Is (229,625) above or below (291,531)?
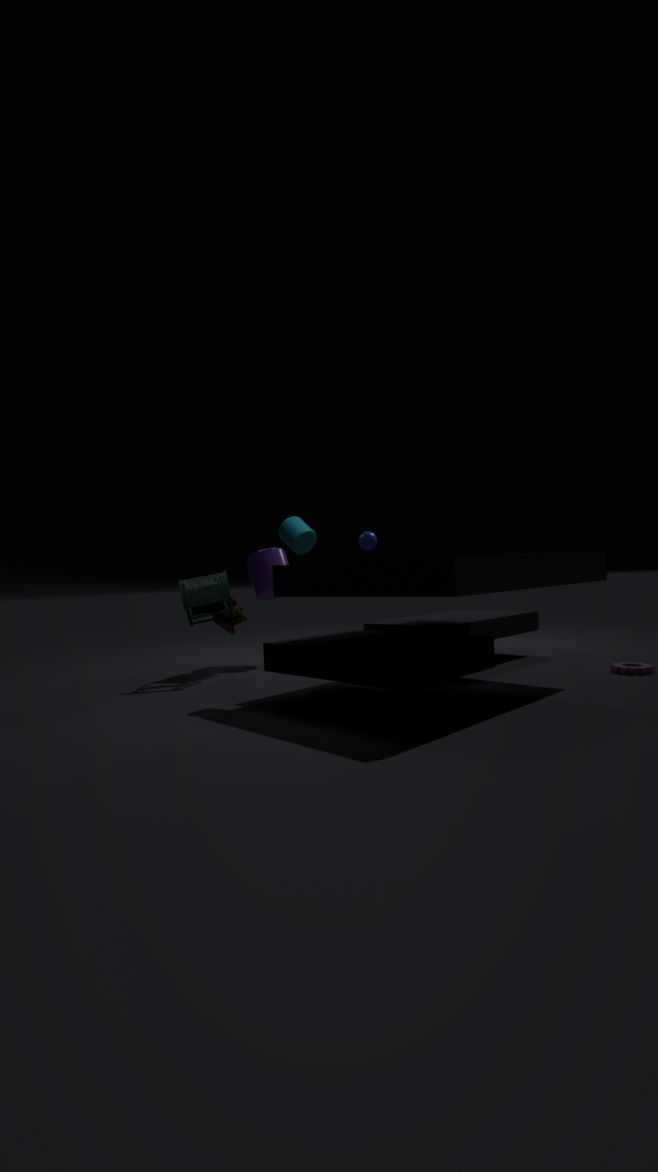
below
